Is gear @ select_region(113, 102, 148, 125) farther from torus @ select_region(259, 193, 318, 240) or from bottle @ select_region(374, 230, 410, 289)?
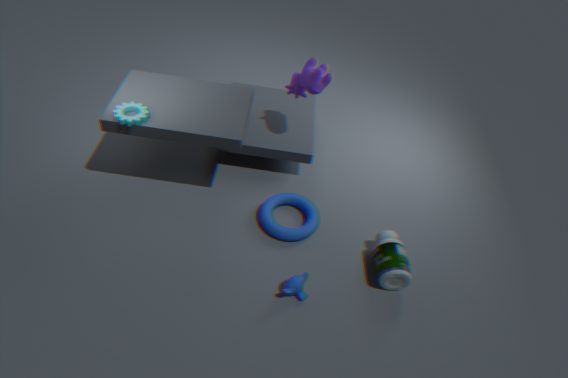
bottle @ select_region(374, 230, 410, 289)
